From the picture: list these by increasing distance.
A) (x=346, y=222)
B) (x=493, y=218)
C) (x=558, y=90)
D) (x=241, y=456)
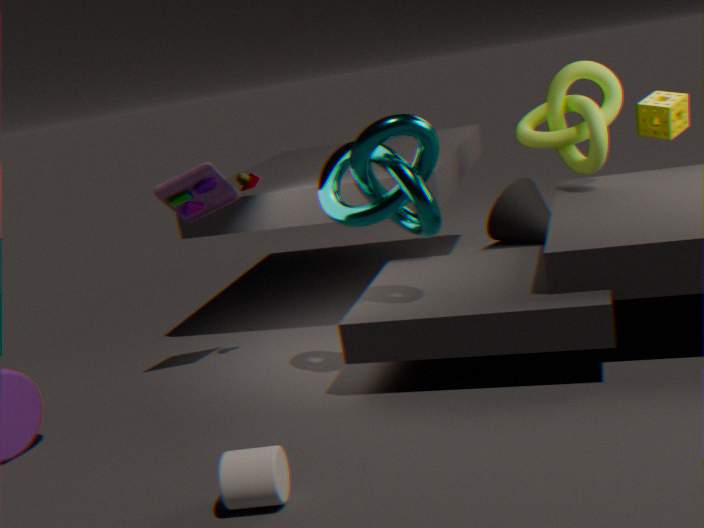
(x=241, y=456) → (x=346, y=222) → (x=558, y=90) → (x=493, y=218)
